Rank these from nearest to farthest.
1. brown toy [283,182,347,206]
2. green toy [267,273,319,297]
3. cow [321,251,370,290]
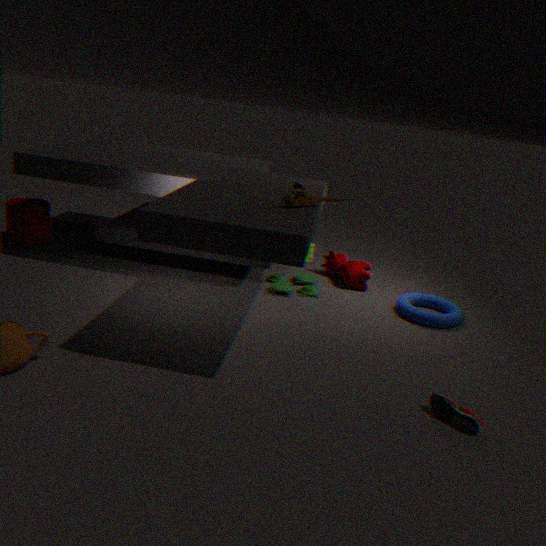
1. brown toy [283,182,347,206]
2. green toy [267,273,319,297]
3. cow [321,251,370,290]
